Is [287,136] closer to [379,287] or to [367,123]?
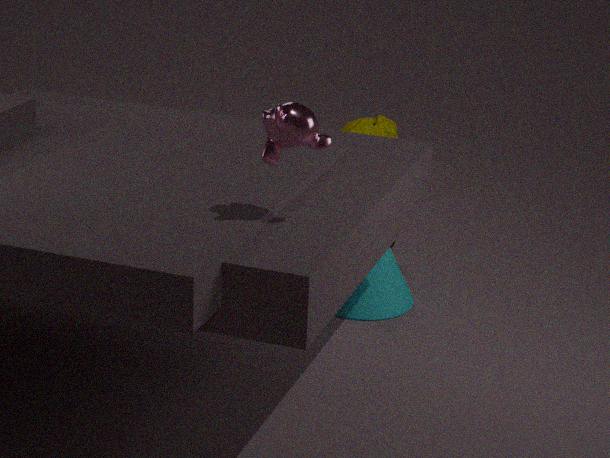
[379,287]
